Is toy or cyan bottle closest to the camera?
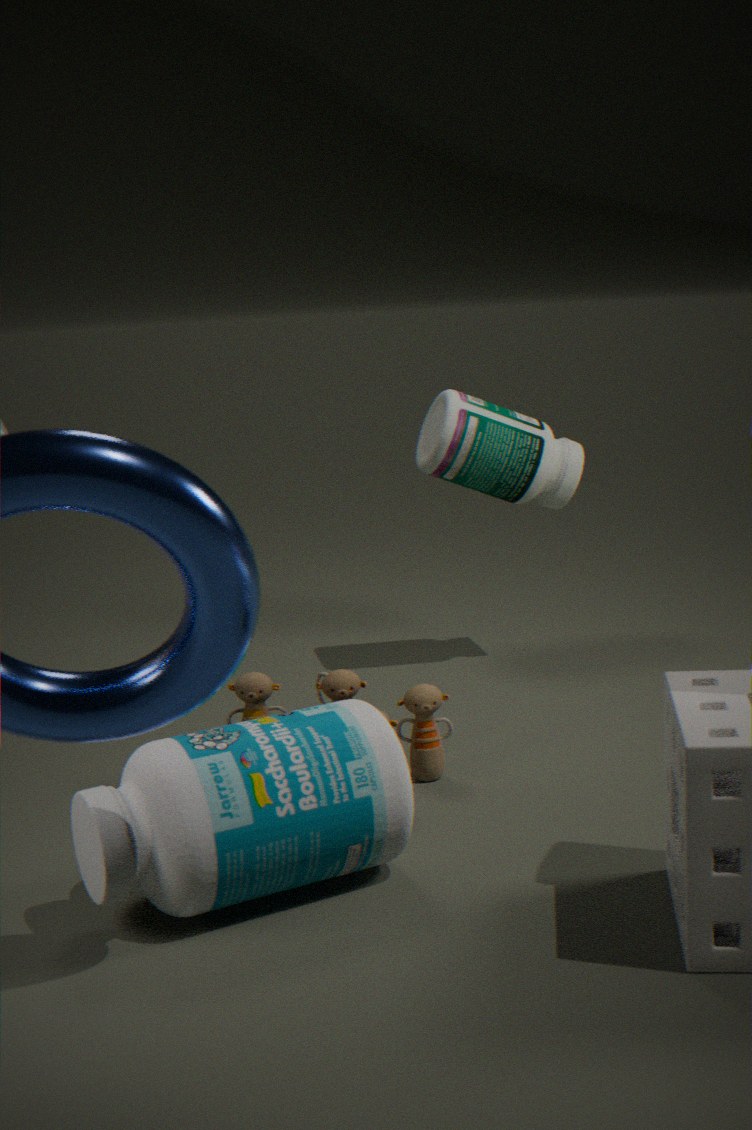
cyan bottle
